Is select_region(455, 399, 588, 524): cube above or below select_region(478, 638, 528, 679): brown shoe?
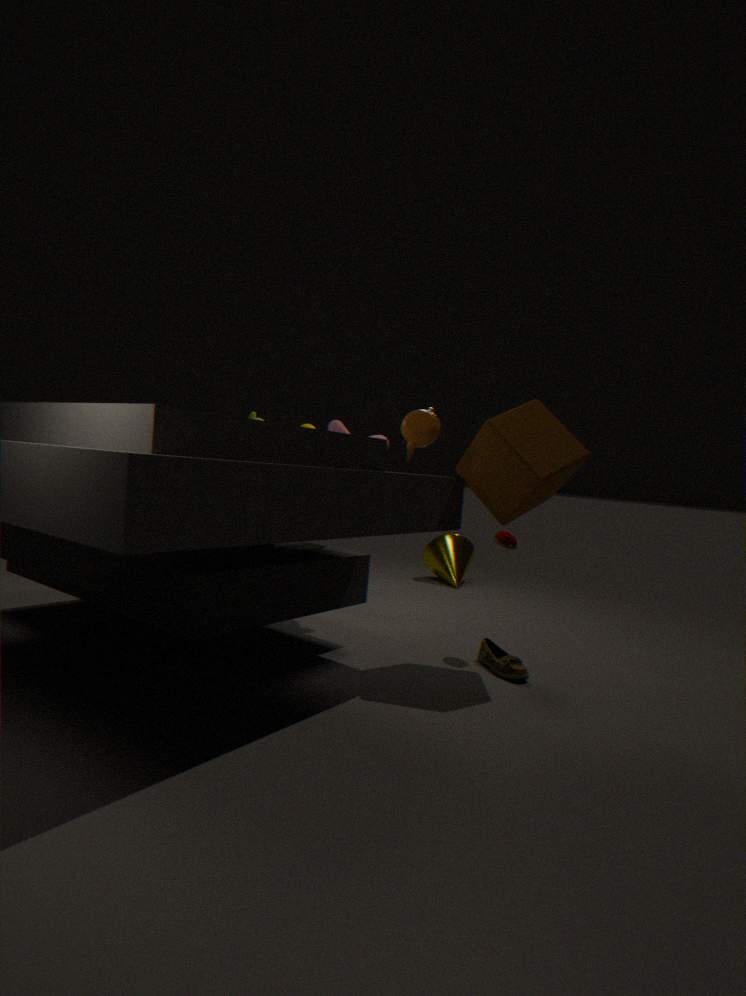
above
